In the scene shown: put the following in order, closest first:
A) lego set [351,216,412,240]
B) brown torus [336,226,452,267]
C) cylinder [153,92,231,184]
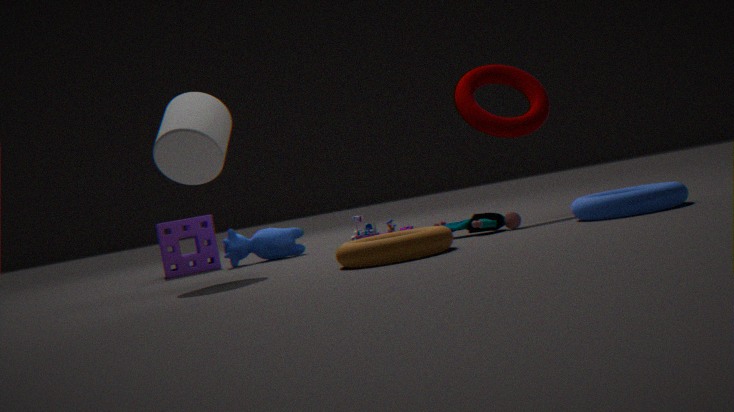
brown torus [336,226,452,267] < cylinder [153,92,231,184] < lego set [351,216,412,240]
